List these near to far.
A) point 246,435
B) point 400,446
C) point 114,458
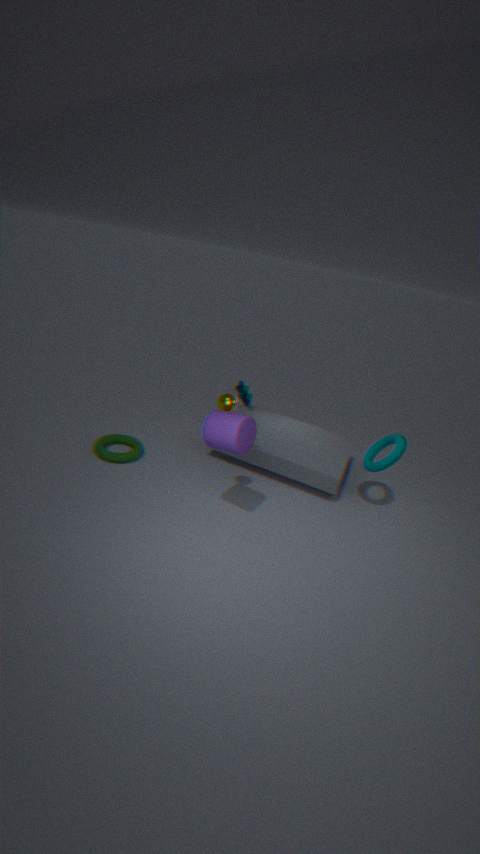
1. point 246,435
2. point 400,446
3. point 114,458
